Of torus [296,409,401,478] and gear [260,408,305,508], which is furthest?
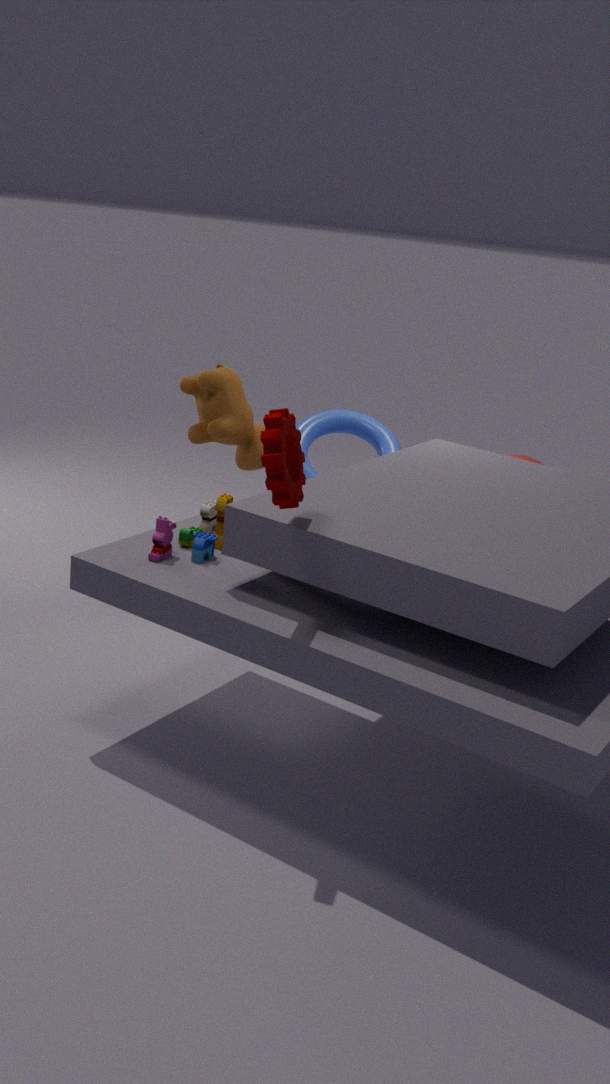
torus [296,409,401,478]
